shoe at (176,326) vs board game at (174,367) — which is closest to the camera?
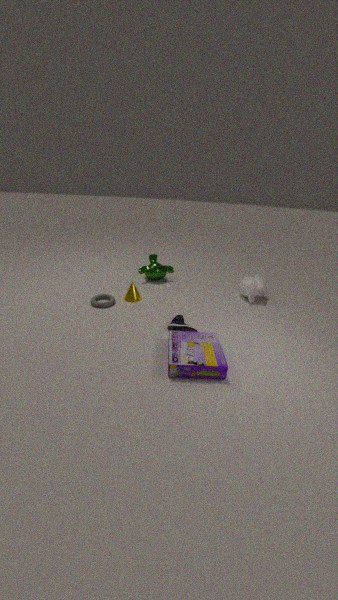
board game at (174,367)
